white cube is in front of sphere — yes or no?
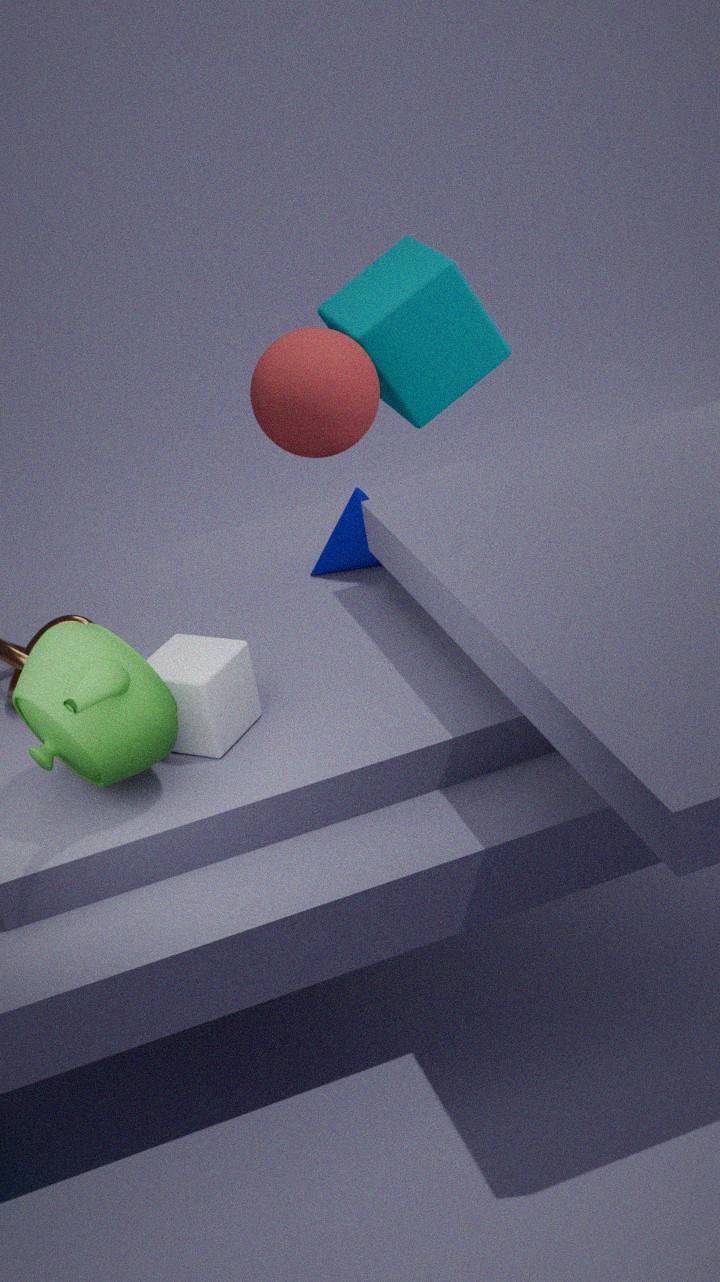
Yes
